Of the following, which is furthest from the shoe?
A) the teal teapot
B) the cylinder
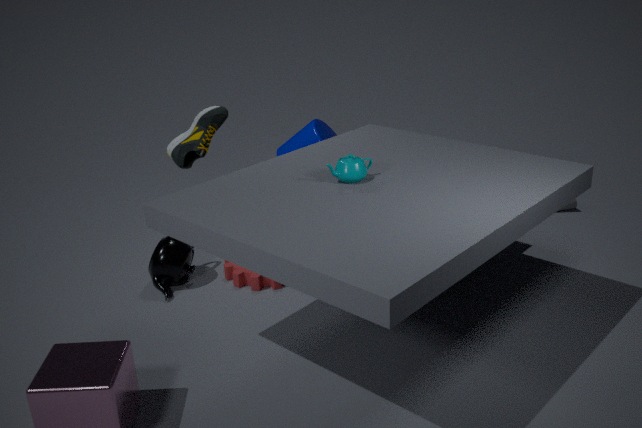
the teal teapot
